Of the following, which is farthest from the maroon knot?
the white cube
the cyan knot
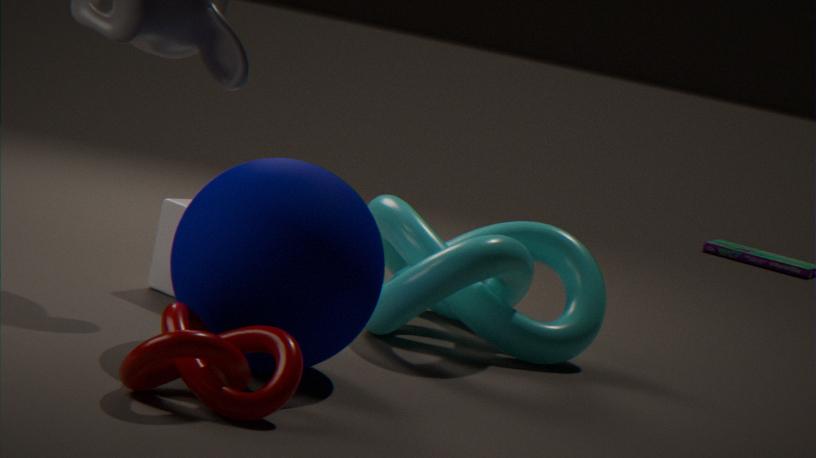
the cyan knot
